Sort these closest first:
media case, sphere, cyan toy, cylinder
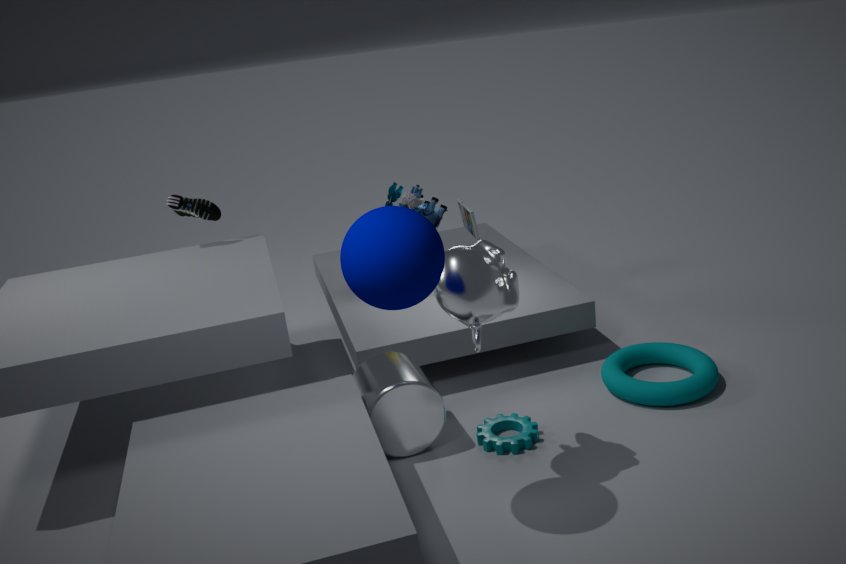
1. sphere
2. cylinder
3. cyan toy
4. media case
